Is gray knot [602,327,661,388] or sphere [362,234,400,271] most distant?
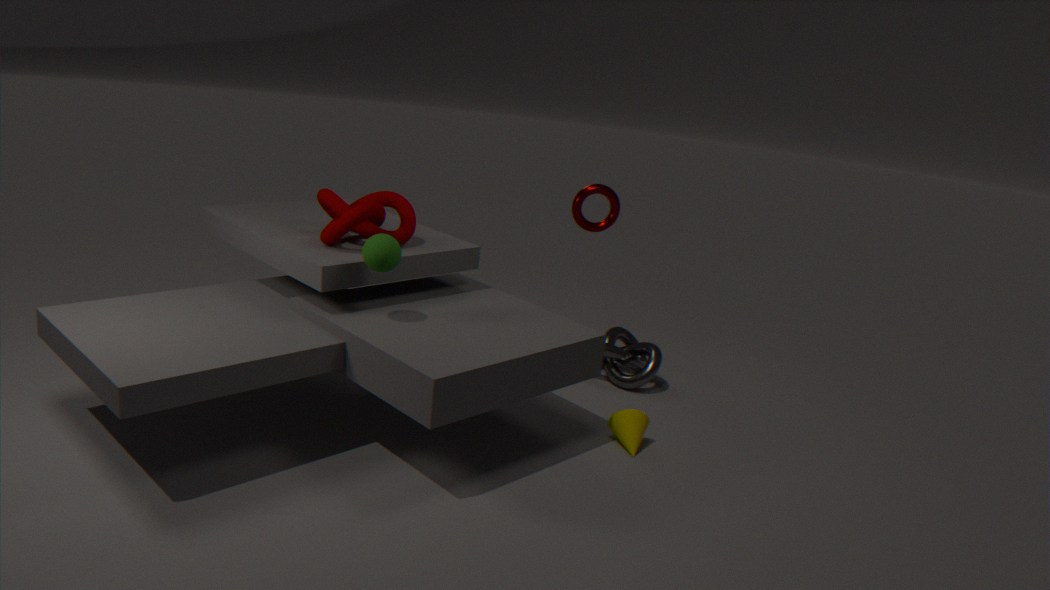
gray knot [602,327,661,388]
